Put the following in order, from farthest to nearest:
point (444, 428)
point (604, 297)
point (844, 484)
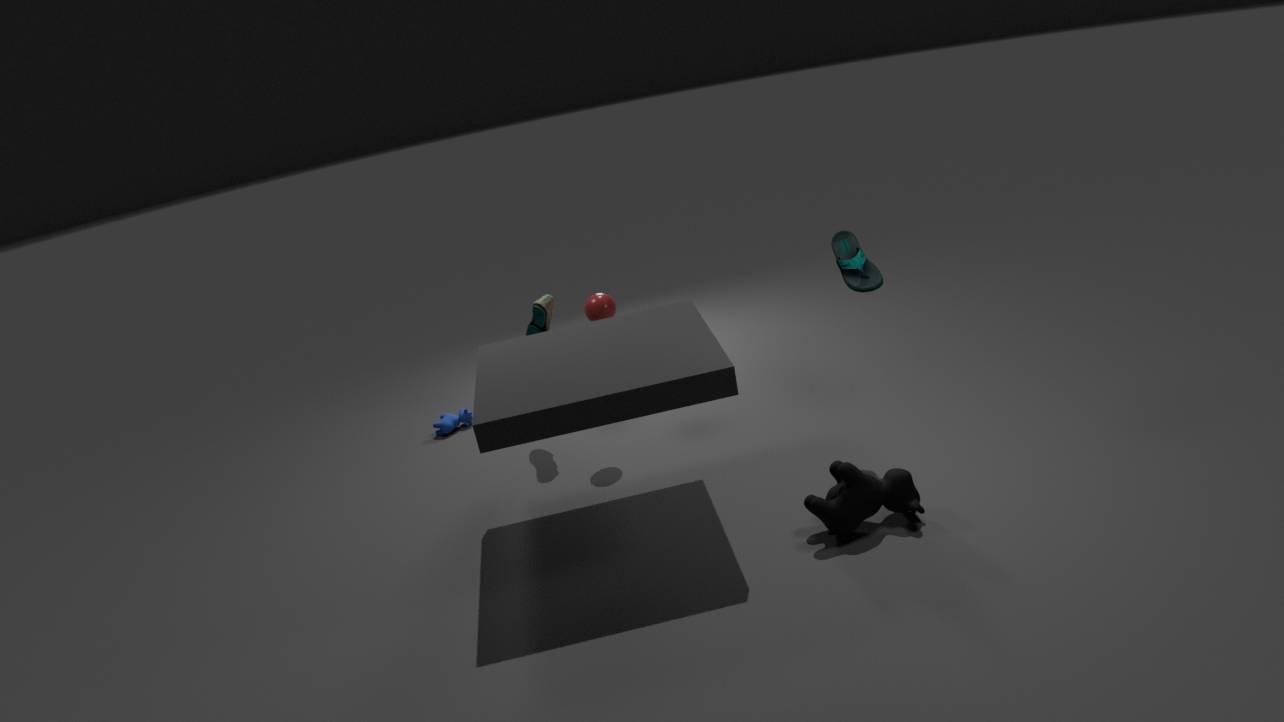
1. point (444, 428)
2. point (604, 297)
3. point (844, 484)
